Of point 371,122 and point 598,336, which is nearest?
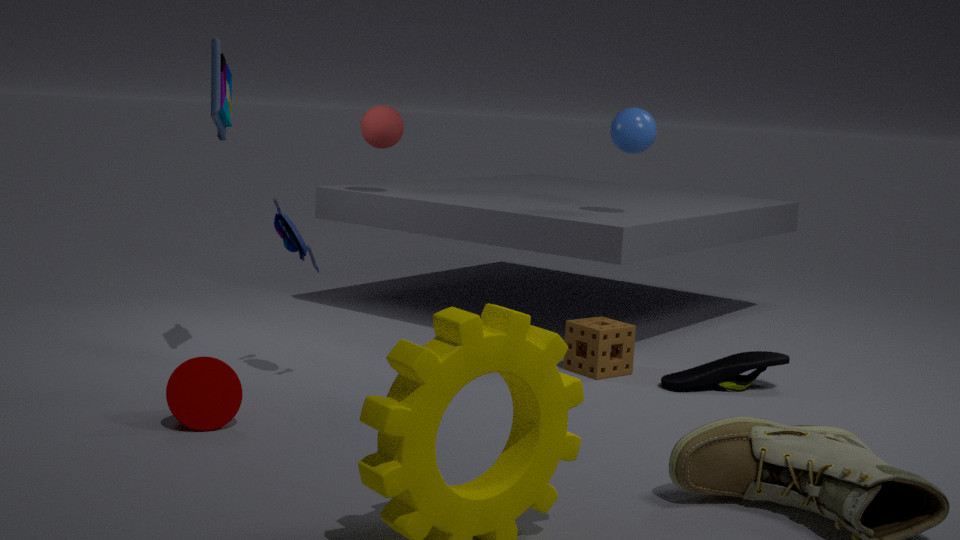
point 598,336
